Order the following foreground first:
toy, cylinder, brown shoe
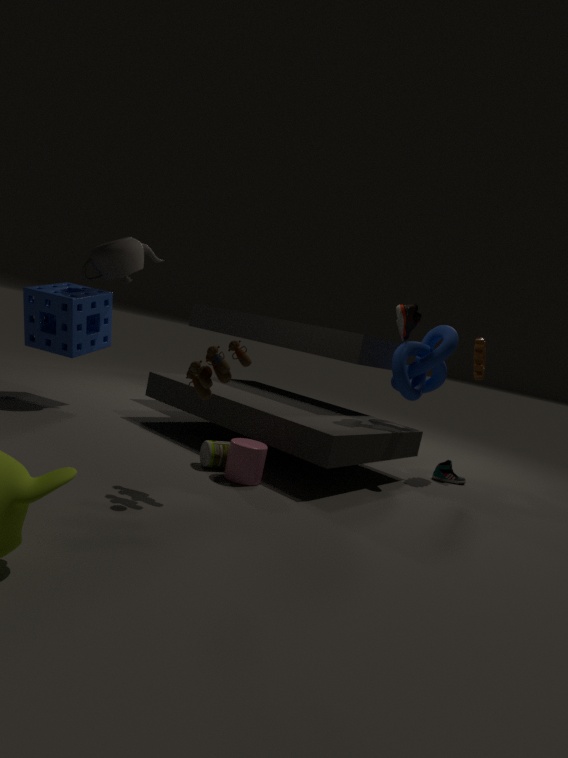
1. toy
2. cylinder
3. brown shoe
